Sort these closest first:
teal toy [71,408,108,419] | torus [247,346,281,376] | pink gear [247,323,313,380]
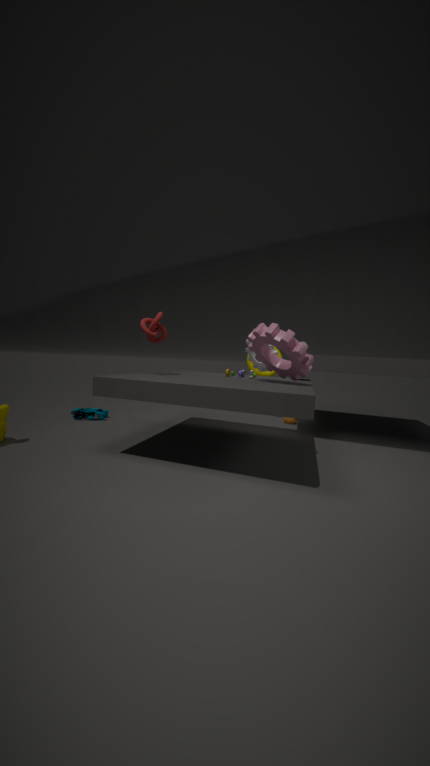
pink gear [247,323,313,380], teal toy [71,408,108,419], torus [247,346,281,376]
